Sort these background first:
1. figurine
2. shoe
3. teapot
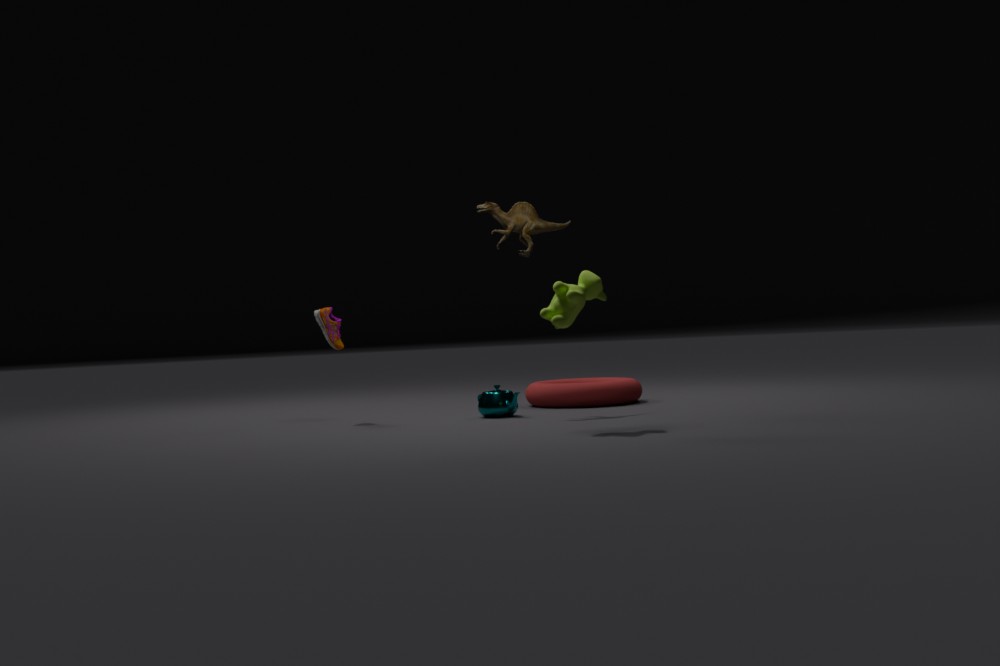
shoe < teapot < figurine
